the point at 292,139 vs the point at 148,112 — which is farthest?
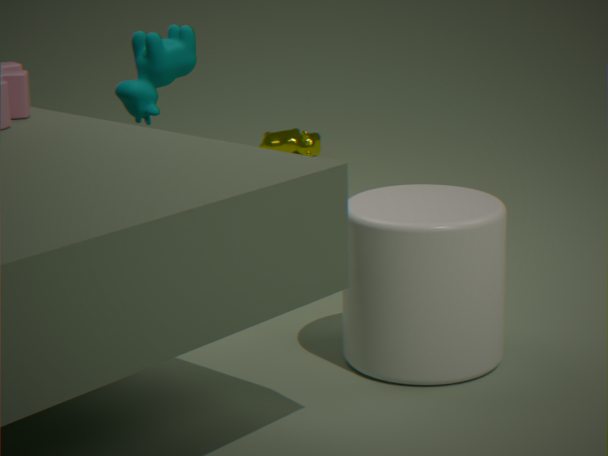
the point at 292,139
